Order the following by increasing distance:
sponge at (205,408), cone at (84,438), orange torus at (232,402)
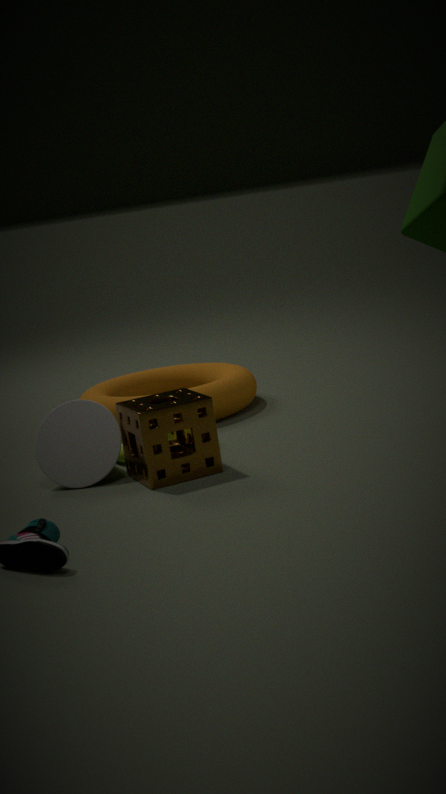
1. sponge at (205,408)
2. cone at (84,438)
3. orange torus at (232,402)
